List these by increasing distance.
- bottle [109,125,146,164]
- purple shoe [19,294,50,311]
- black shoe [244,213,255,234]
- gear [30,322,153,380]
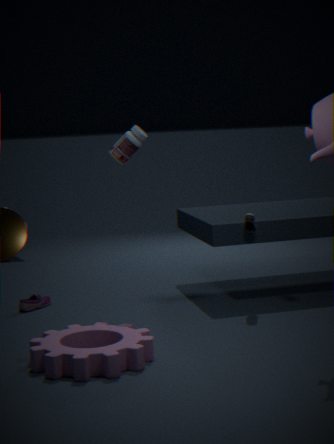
gear [30,322,153,380] → bottle [109,125,146,164] → black shoe [244,213,255,234] → purple shoe [19,294,50,311]
